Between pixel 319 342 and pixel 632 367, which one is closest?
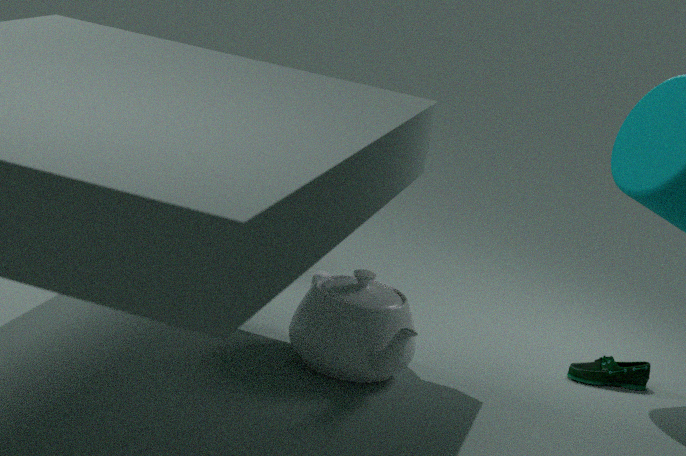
pixel 319 342
